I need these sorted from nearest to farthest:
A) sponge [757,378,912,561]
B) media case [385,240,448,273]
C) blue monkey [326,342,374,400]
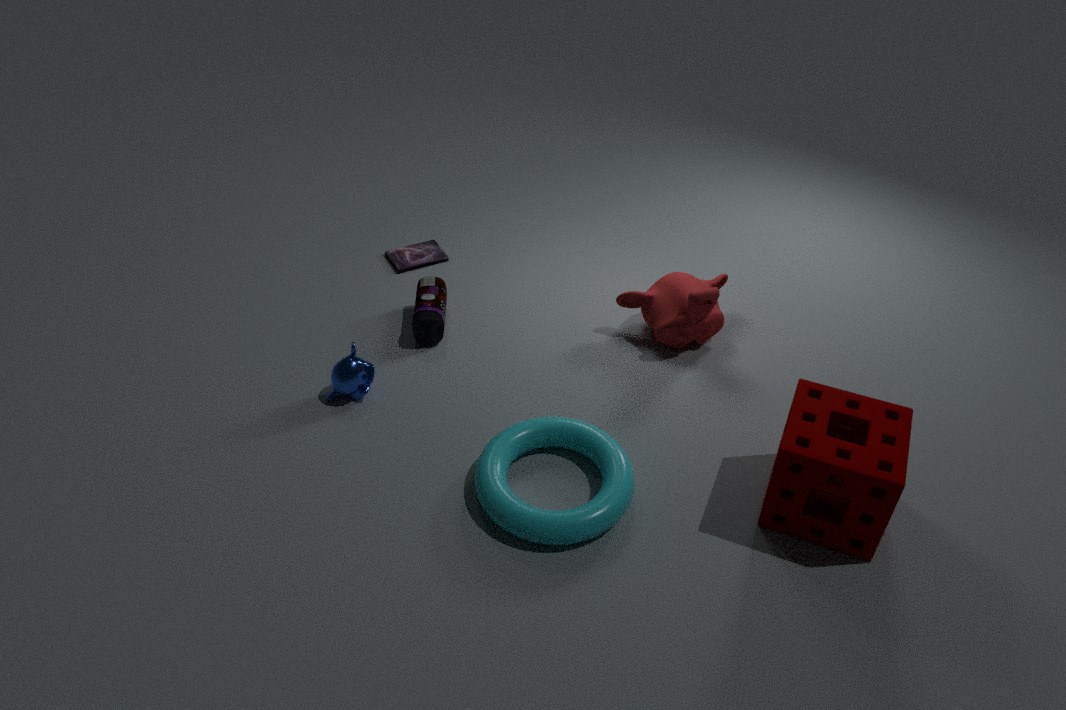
1. sponge [757,378,912,561]
2. blue monkey [326,342,374,400]
3. media case [385,240,448,273]
